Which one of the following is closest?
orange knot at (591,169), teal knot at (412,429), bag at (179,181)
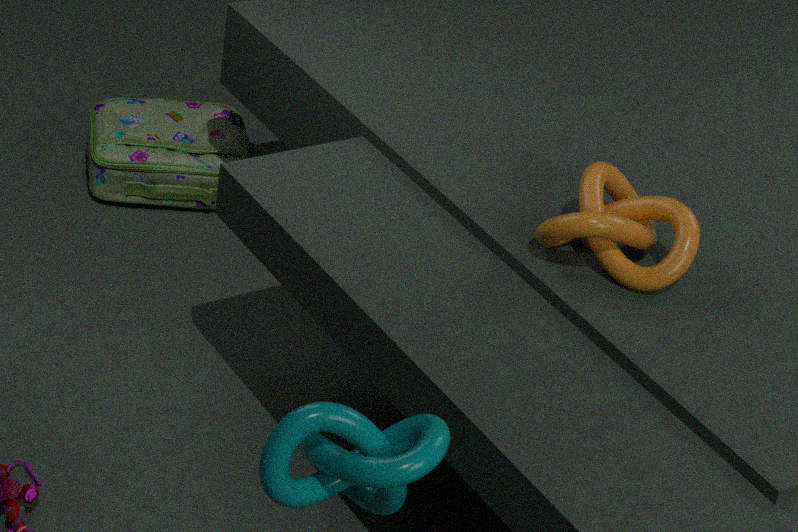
teal knot at (412,429)
